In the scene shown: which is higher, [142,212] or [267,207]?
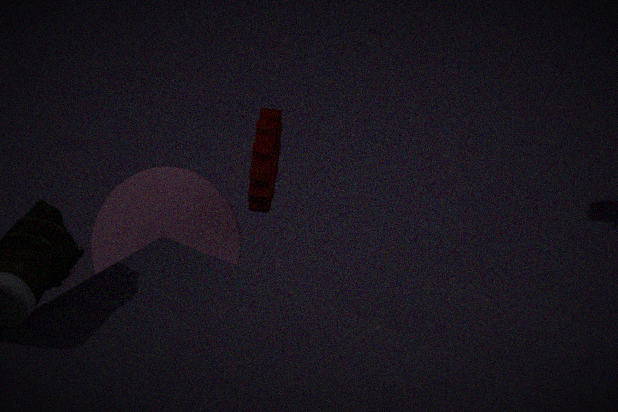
[267,207]
